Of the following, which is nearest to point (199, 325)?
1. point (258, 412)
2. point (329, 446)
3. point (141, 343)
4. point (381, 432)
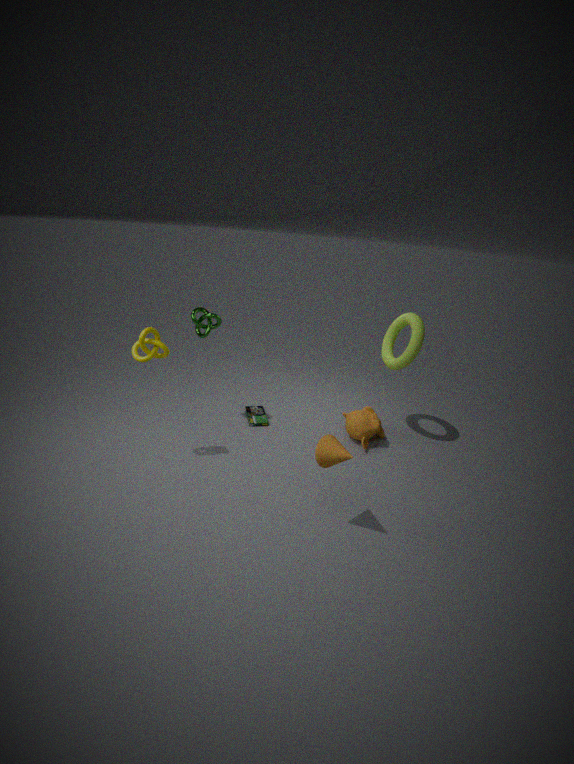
point (141, 343)
